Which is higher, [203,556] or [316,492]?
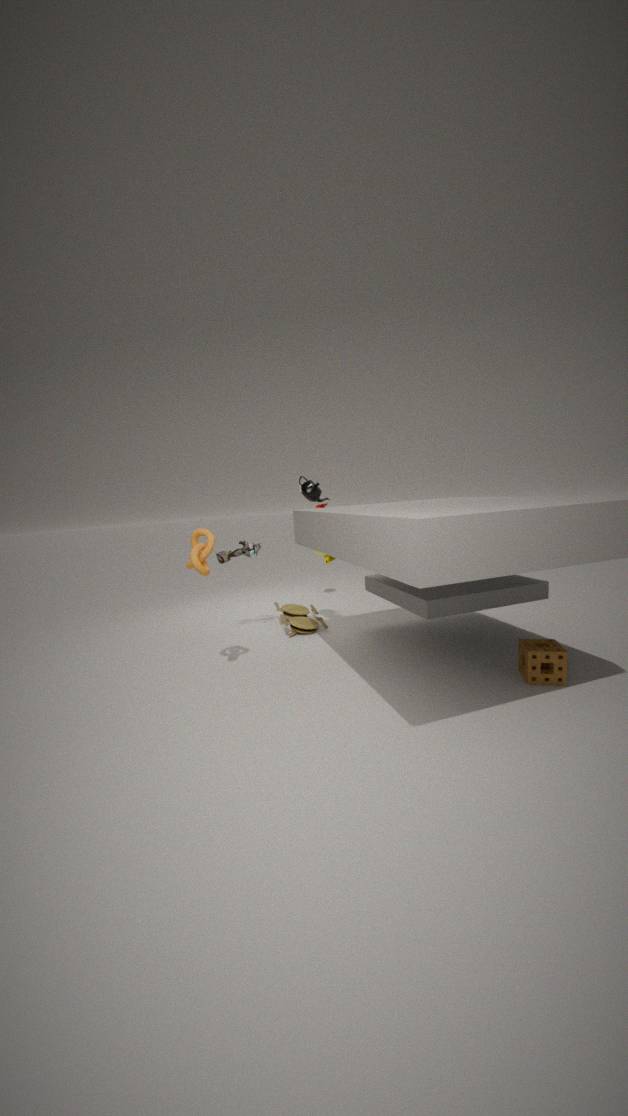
[316,492]
